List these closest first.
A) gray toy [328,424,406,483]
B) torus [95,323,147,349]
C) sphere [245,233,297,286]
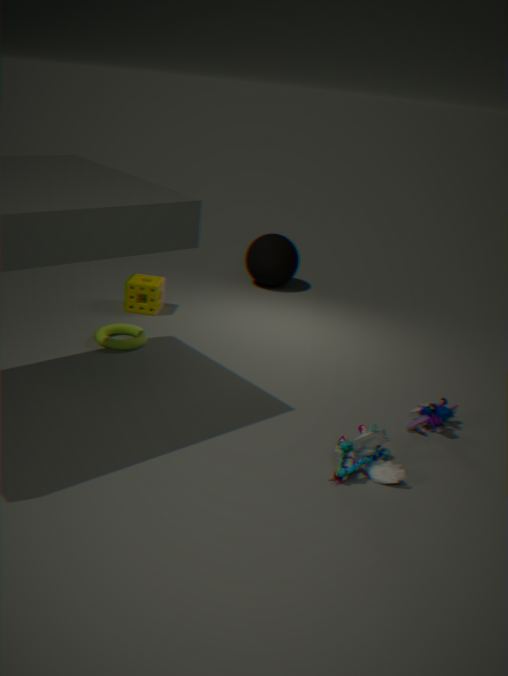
gray toy [328,424,406,483]
torus [95,323,147,349]
sphere [245,233,297,286]
